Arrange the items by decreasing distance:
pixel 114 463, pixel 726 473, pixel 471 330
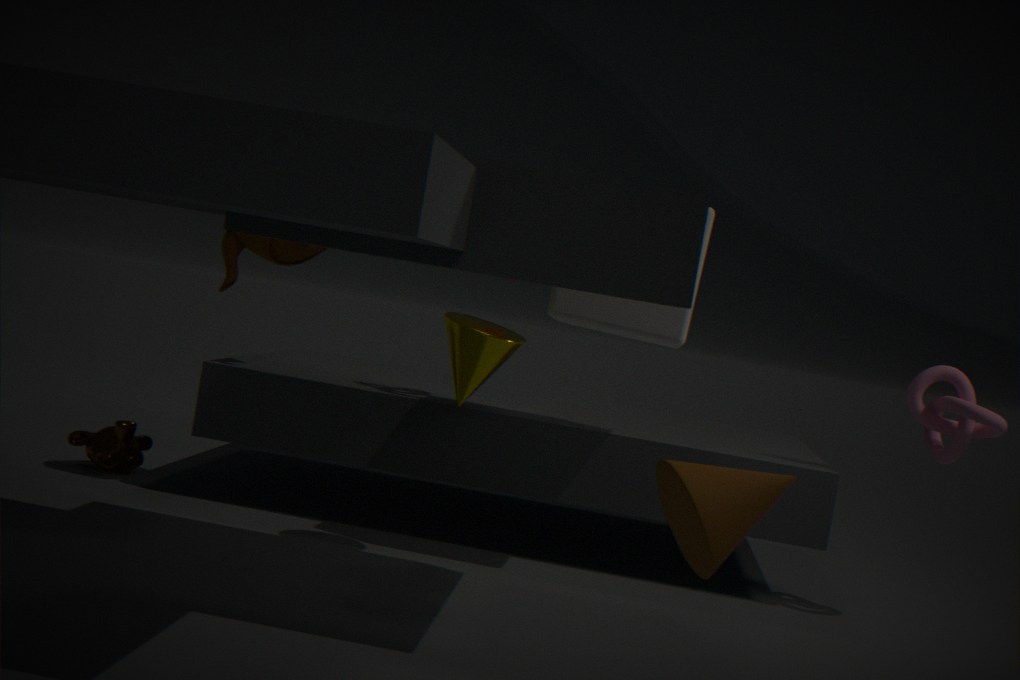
pixel 114 463 < pixel 471 330 < pixel 726 473
